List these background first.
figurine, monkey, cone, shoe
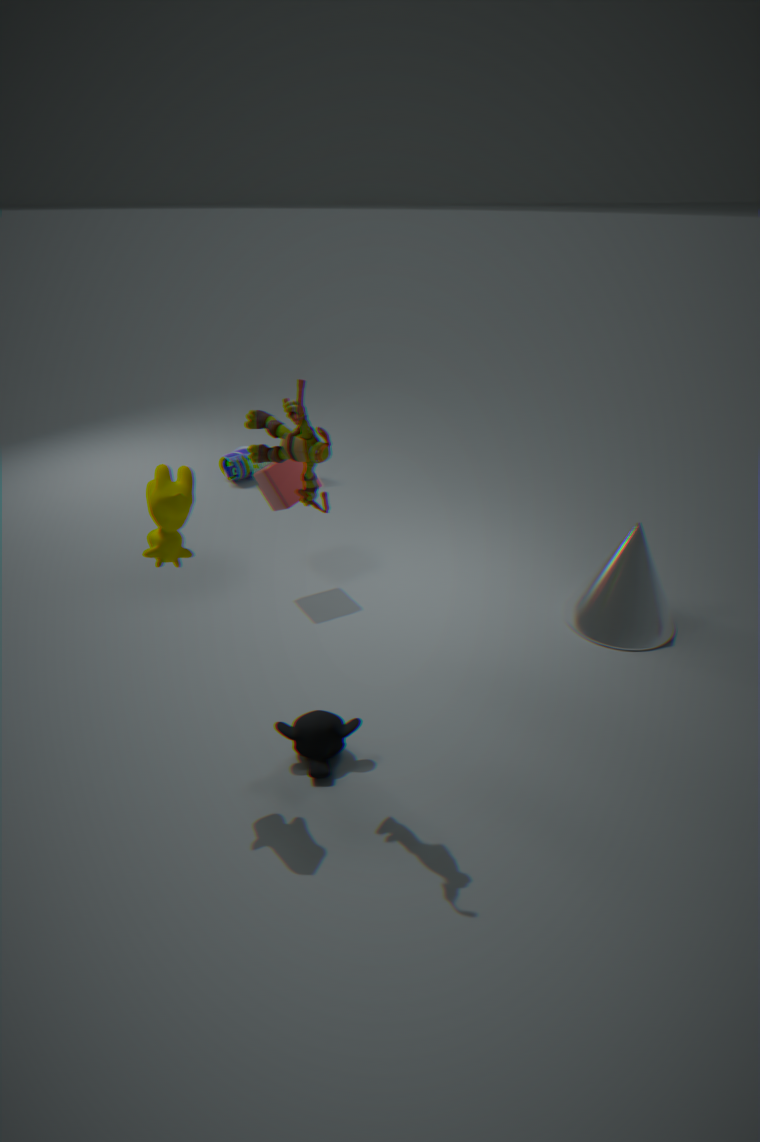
shoe
cone
monkey
figurine
